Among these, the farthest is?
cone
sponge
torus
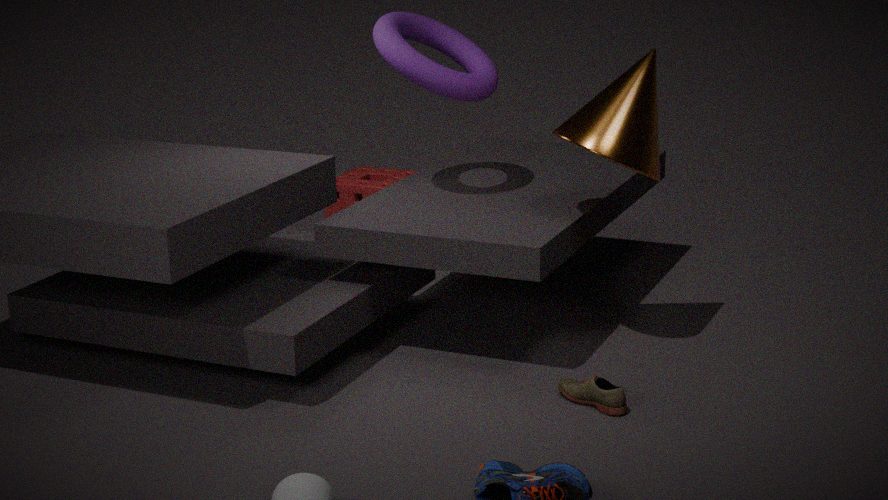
sponge
